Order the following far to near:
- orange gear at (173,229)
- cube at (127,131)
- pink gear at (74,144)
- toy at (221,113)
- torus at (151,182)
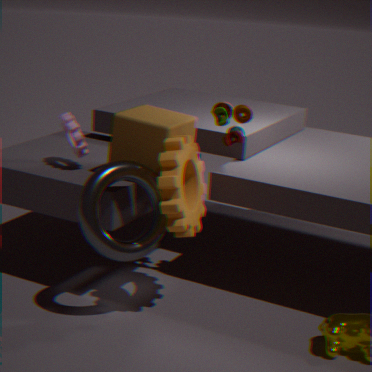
pink gear at (74,144) → toy at (221,113) → cube at (127,131) → torus at (151,182) → orange gear at (173,229)
